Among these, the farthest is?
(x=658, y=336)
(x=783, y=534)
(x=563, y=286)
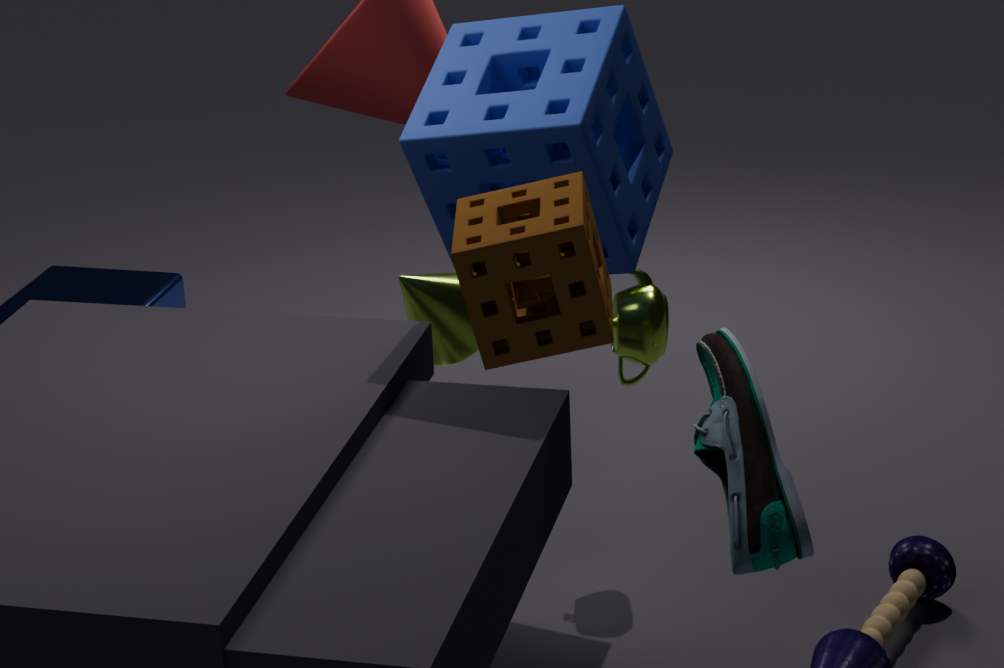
(x=658, y=336)
